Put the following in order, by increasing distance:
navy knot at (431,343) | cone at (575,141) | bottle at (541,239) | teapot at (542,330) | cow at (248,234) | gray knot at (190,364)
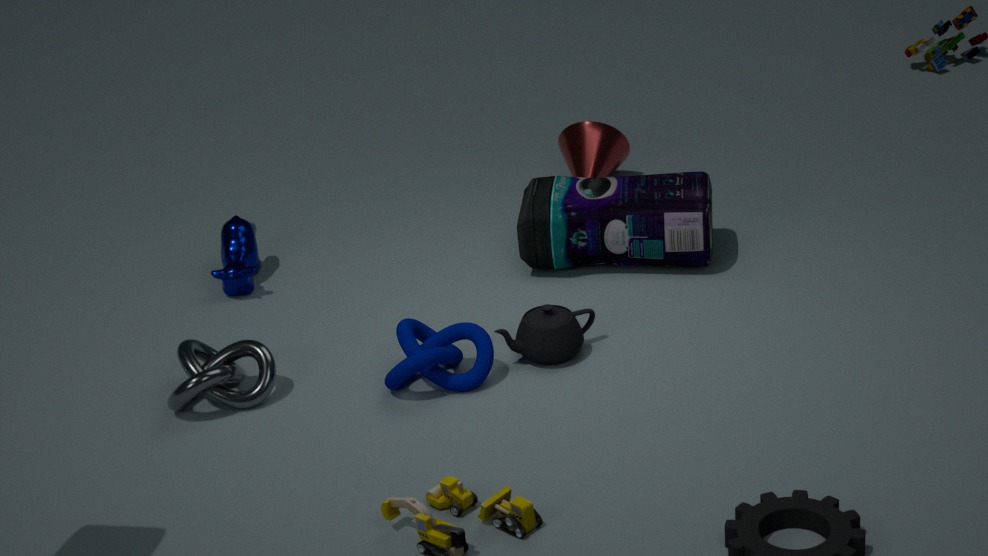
navy knot at (431,343) → gray knot at (190,364) → teapot at (542,330) → bottle at (541,239) → cow at (248,234) → cone at (575,141)
